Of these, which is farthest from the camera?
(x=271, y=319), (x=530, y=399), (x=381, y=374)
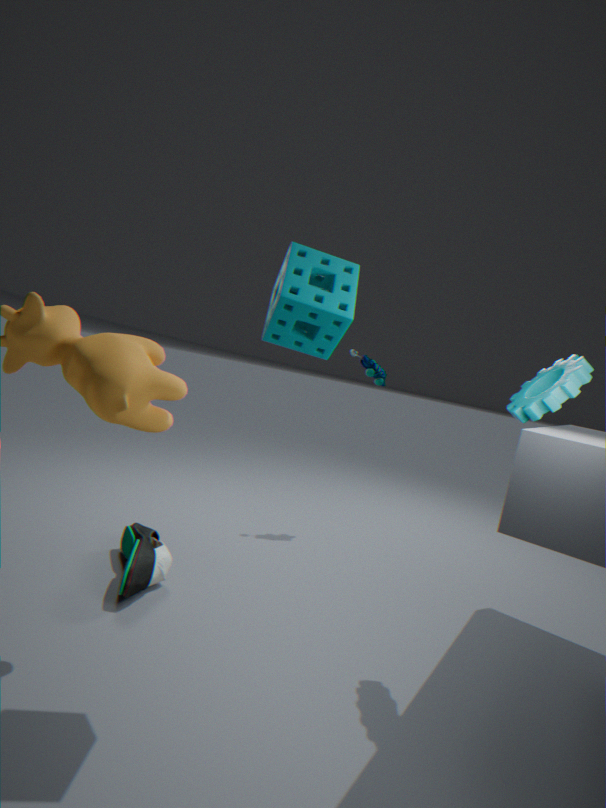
(x=381, y=374)
